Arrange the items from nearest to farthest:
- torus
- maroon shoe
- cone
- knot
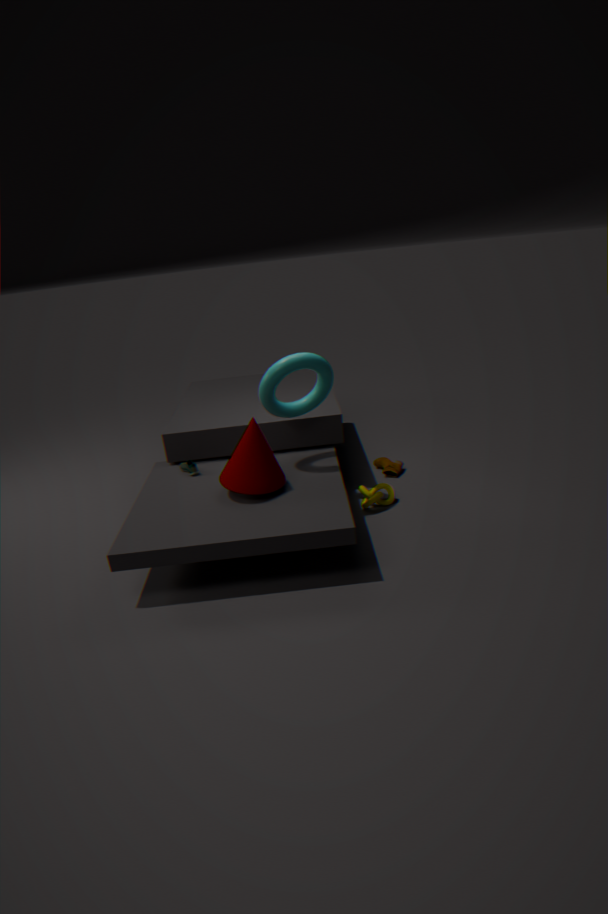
cone
torus
knot
maroon shoe
